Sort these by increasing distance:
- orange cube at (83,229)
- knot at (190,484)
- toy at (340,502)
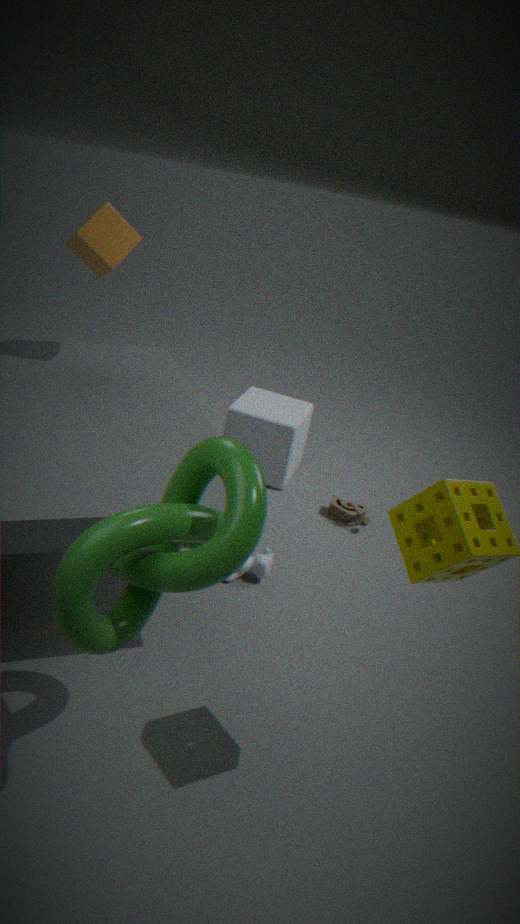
knot at (190,484), orange cube at (83,229), toy at (340,502)
